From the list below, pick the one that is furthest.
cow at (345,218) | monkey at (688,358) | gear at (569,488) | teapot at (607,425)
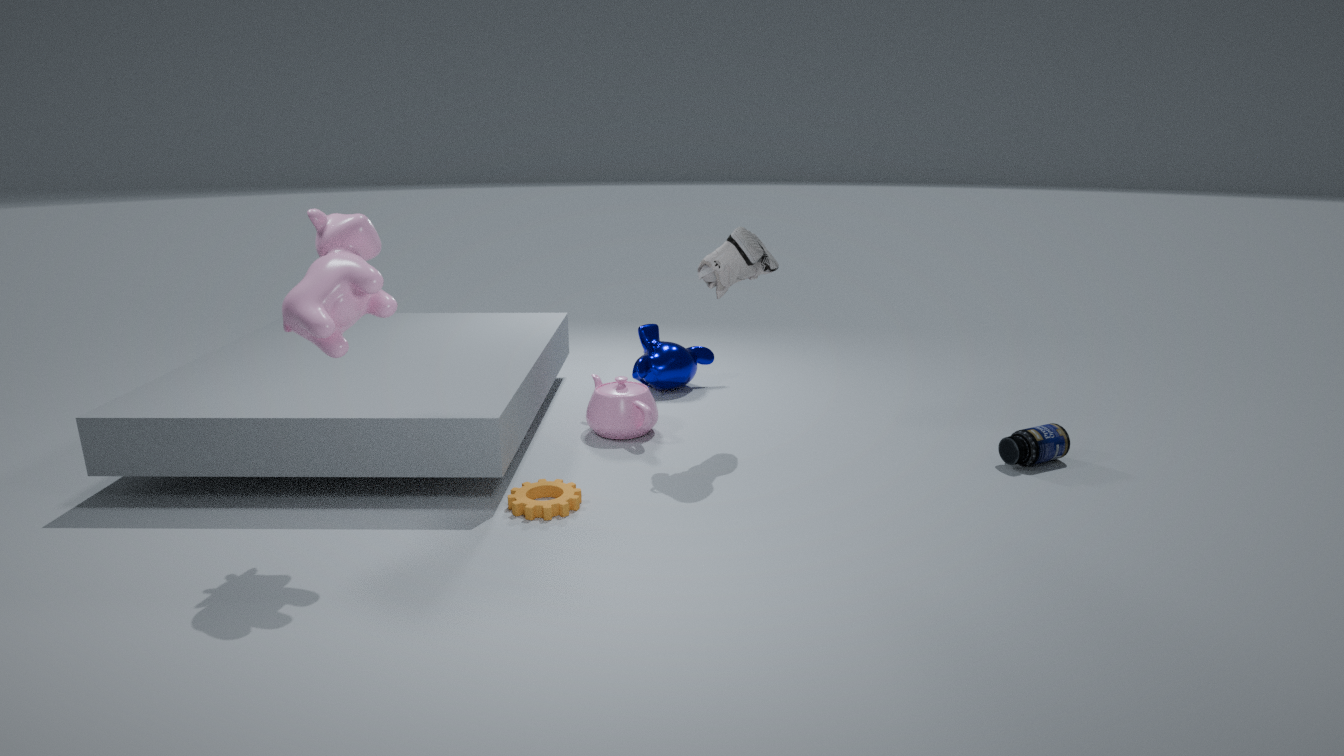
monkey at (688,358)
